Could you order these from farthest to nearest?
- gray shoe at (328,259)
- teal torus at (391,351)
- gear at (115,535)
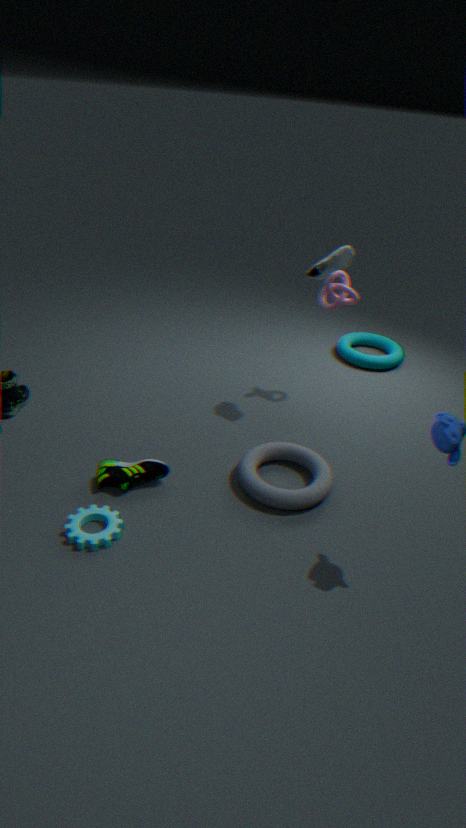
teal torus at (391,351), gray shoe at (328,259), gear at (115,535)
